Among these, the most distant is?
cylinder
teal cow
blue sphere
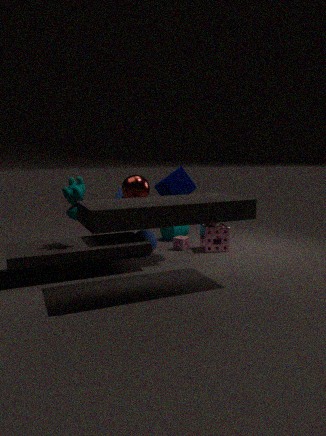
cylinder
